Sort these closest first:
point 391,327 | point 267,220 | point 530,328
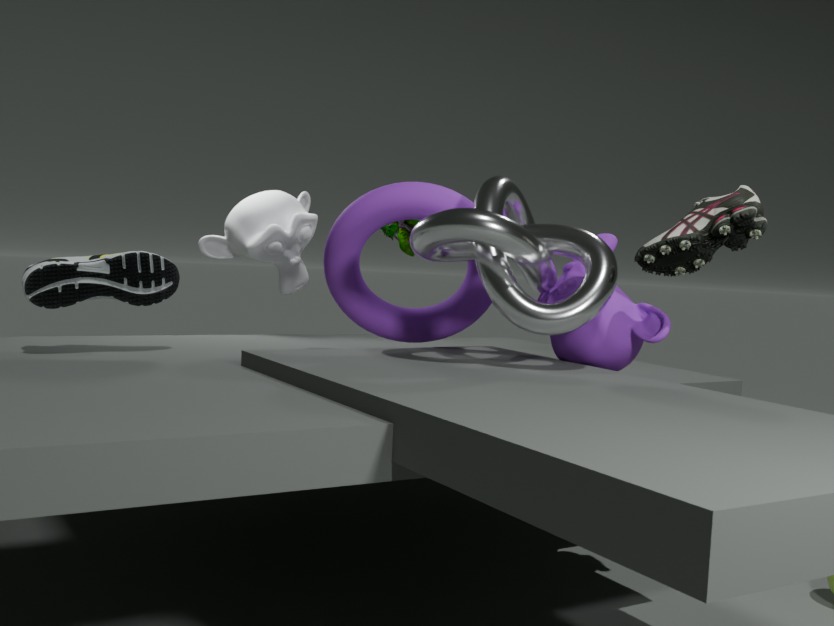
1. point 530,328
2. point 391,327
3. point 267,220
